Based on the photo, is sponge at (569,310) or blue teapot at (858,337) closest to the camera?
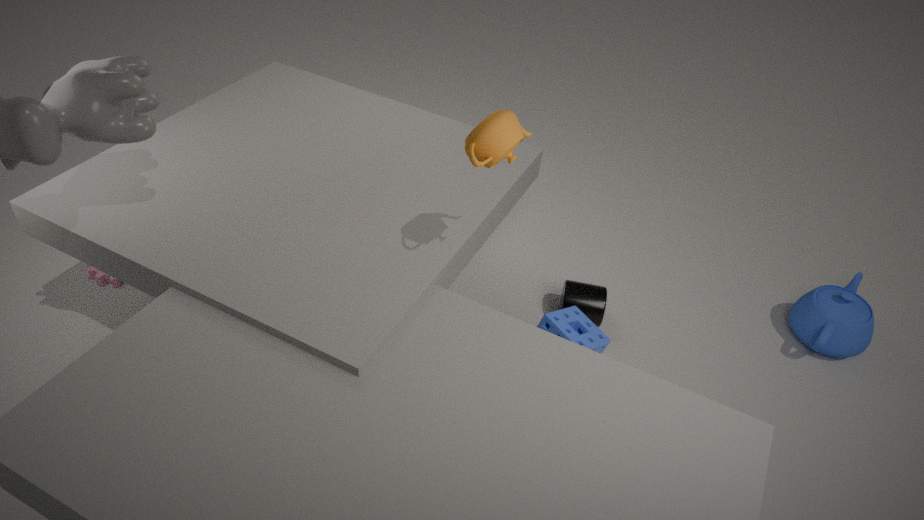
sponge at (569,310)
